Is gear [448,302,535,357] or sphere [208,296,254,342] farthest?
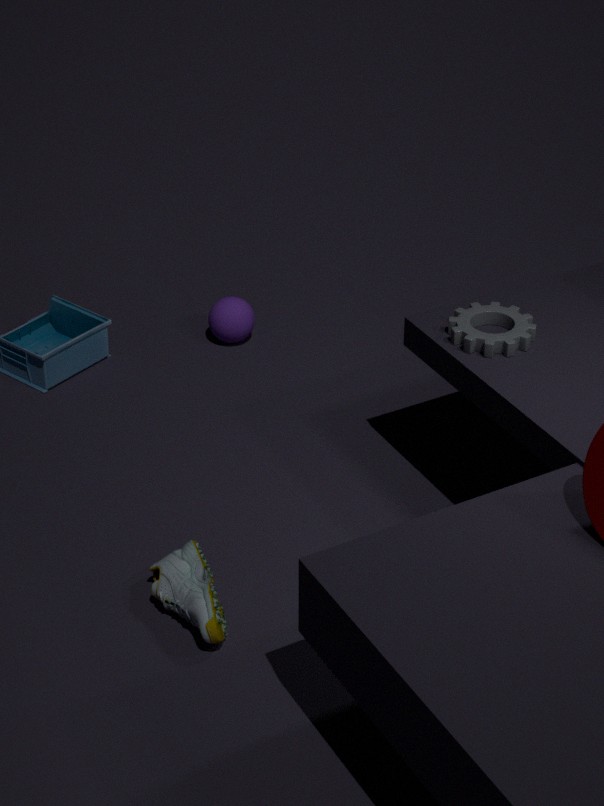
sphere [208,296,254,342]
